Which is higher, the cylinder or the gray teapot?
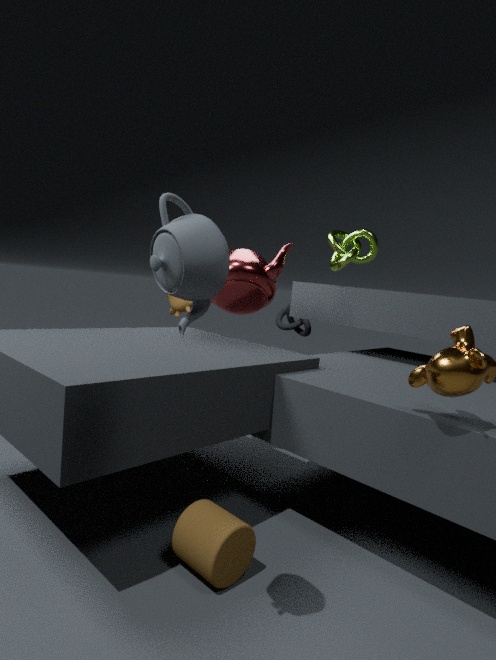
the gray teapot
